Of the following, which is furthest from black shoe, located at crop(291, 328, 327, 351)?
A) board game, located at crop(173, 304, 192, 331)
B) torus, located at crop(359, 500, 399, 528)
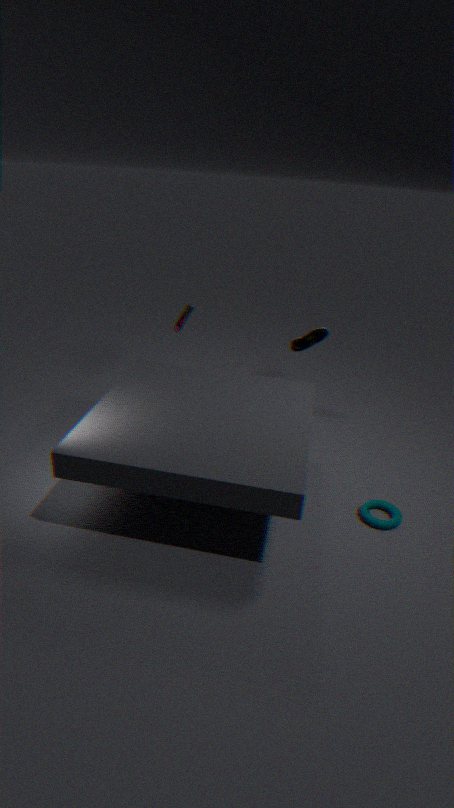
torus, located at crop(359, 500, 399, 528)
